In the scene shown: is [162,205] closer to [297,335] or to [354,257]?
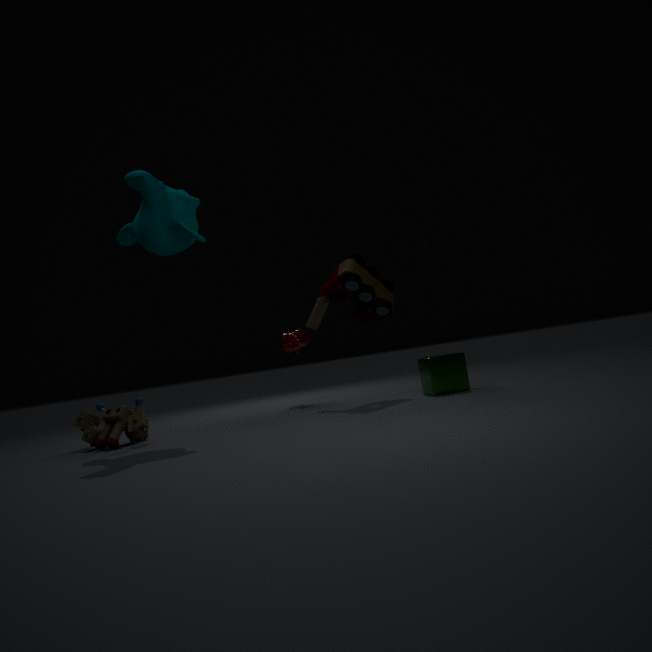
[354,257]
